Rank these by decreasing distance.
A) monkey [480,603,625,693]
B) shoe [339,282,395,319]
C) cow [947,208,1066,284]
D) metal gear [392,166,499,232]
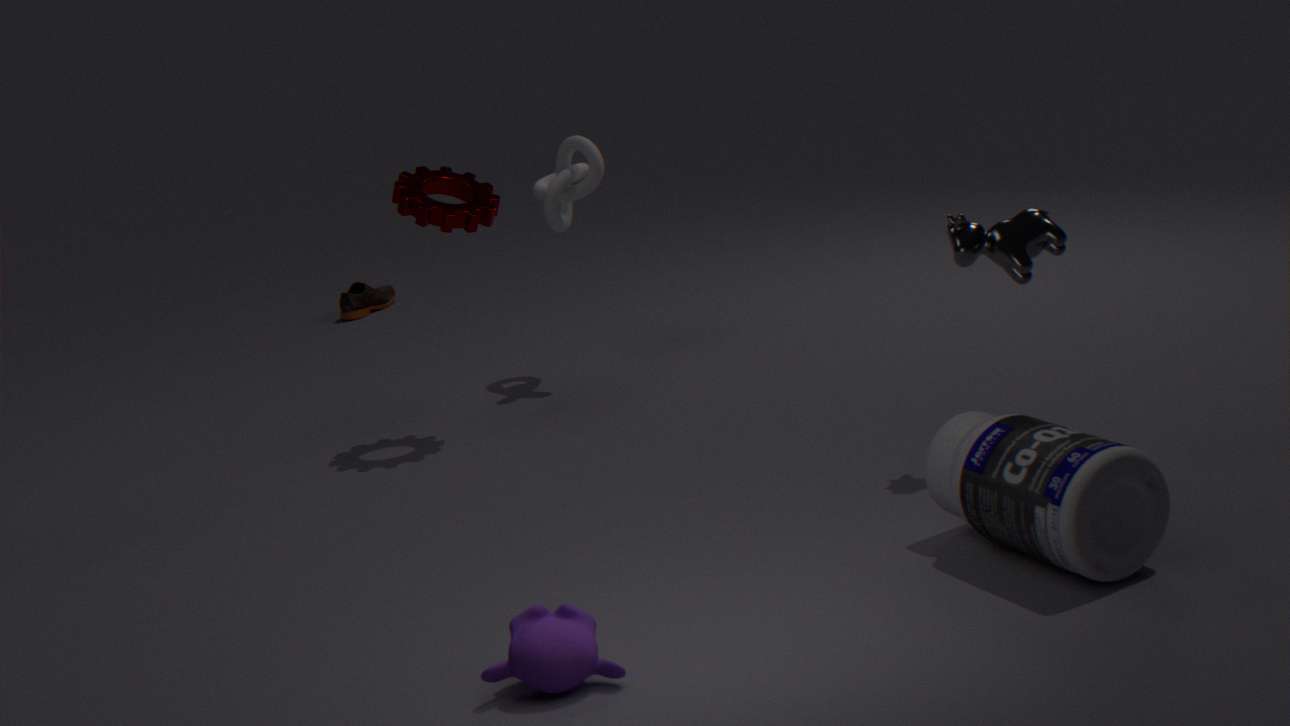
shoe [339,282,395,319] < metal gear [392,166,499,232] < cow [947,208,1066,284] < monkey [480,603,625,693]
